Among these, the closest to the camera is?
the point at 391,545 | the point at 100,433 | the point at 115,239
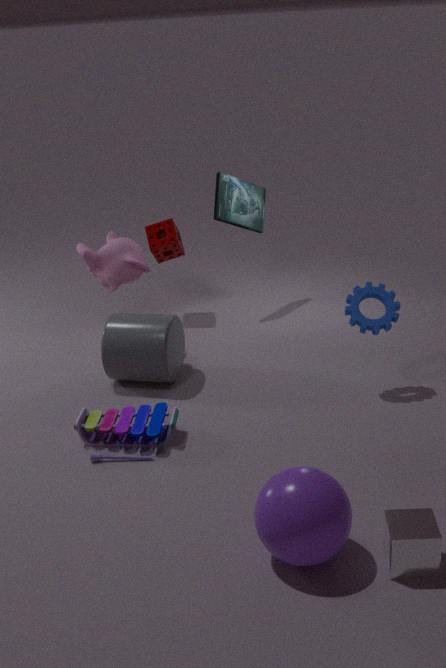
the point at 391,545
